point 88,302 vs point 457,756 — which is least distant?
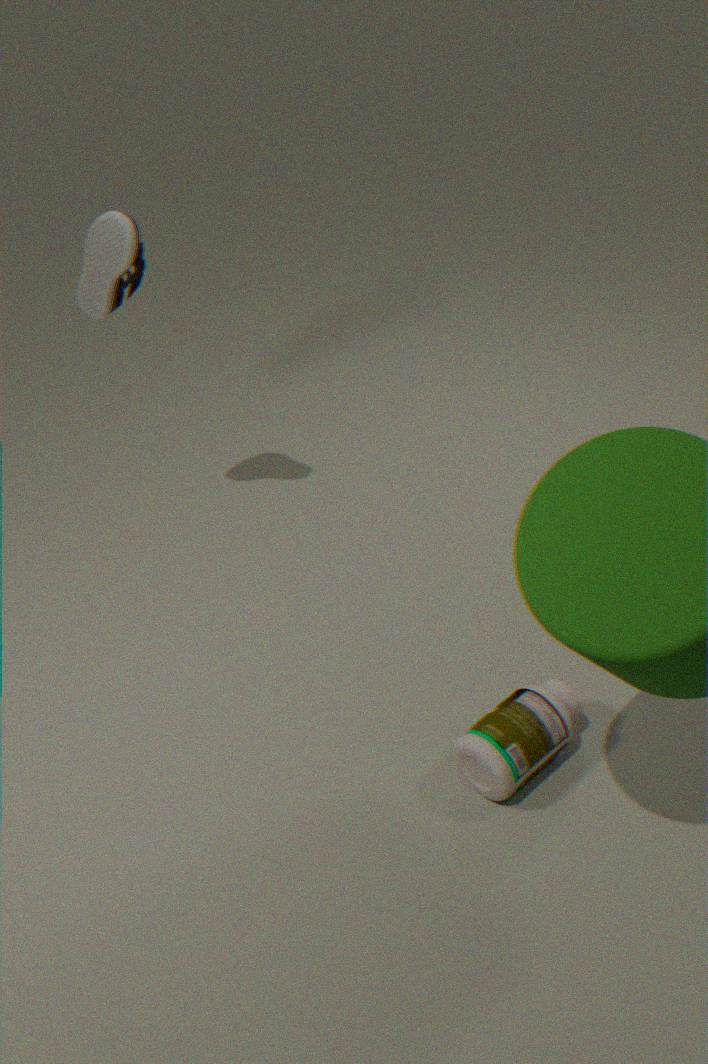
point 457,756
